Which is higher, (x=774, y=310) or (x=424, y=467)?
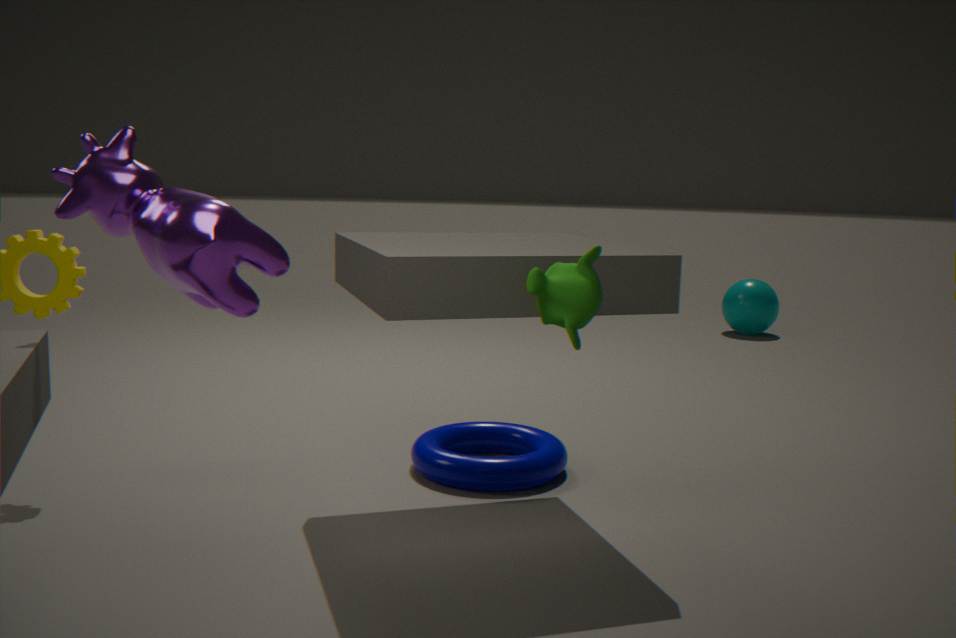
(x=774, y=310)
